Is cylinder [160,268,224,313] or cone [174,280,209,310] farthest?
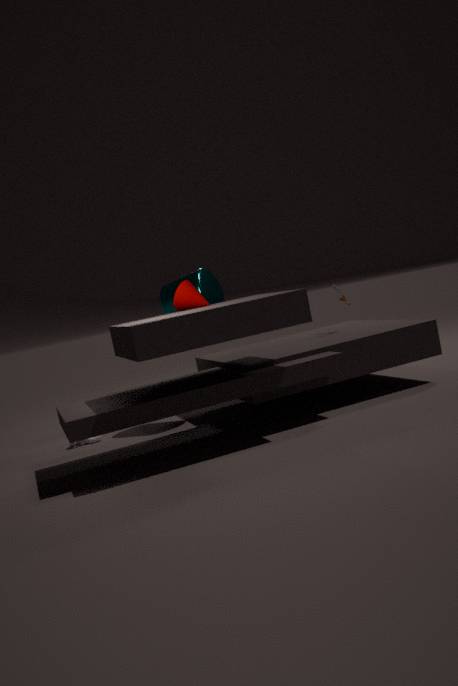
cylinder [160,268,224,313]
